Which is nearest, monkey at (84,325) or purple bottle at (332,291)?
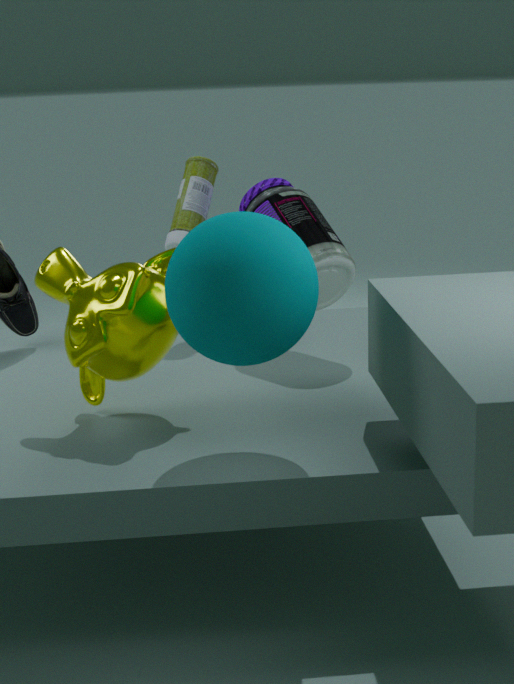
monkey at (84,325)
